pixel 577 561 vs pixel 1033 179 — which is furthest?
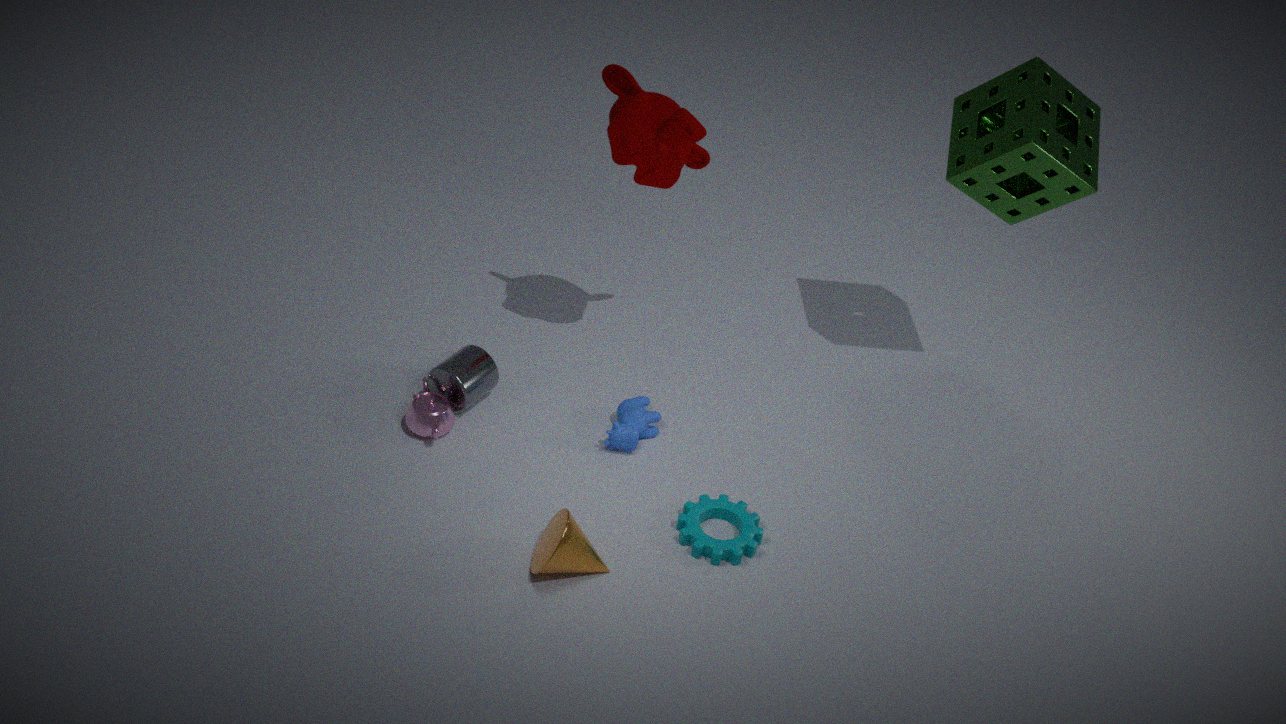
pixel 1033 179
